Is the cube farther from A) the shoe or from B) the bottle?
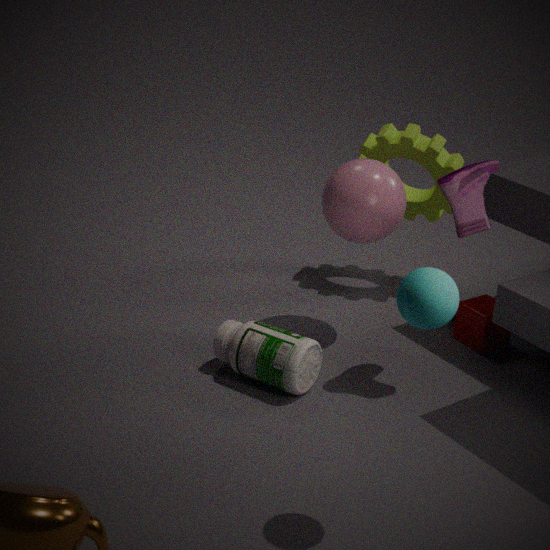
B) the bottle
